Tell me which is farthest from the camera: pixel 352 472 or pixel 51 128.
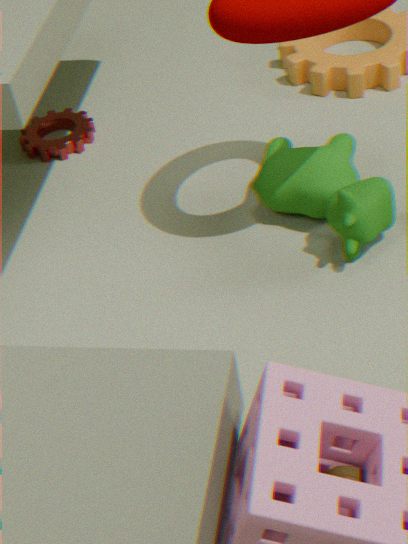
pixel 51 128
